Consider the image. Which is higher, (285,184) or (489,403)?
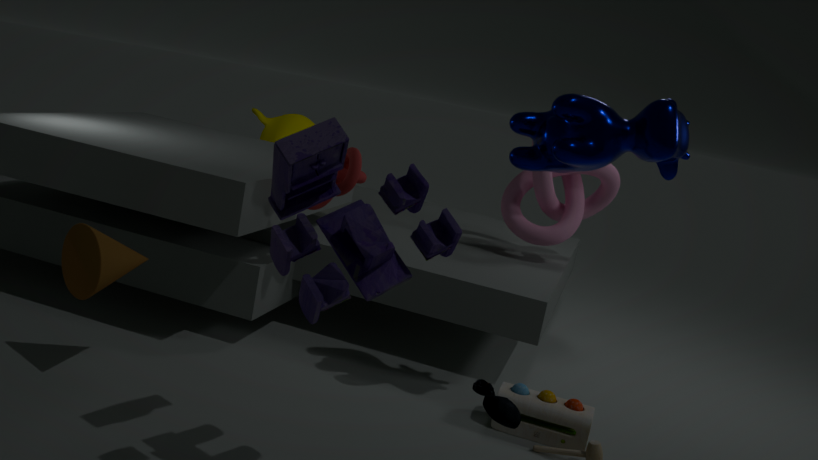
(285,184)
